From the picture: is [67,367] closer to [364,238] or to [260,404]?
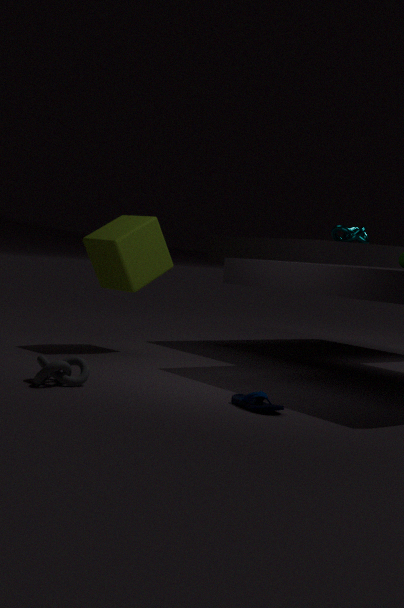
[260,404]
